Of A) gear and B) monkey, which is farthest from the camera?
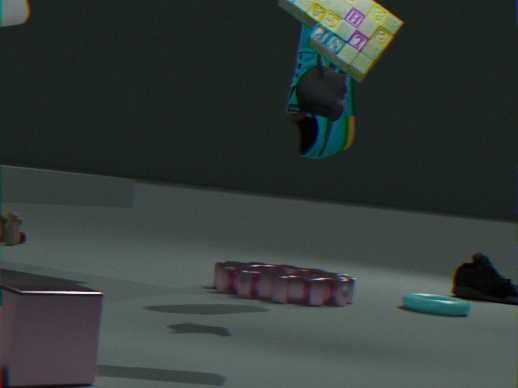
A. gear
